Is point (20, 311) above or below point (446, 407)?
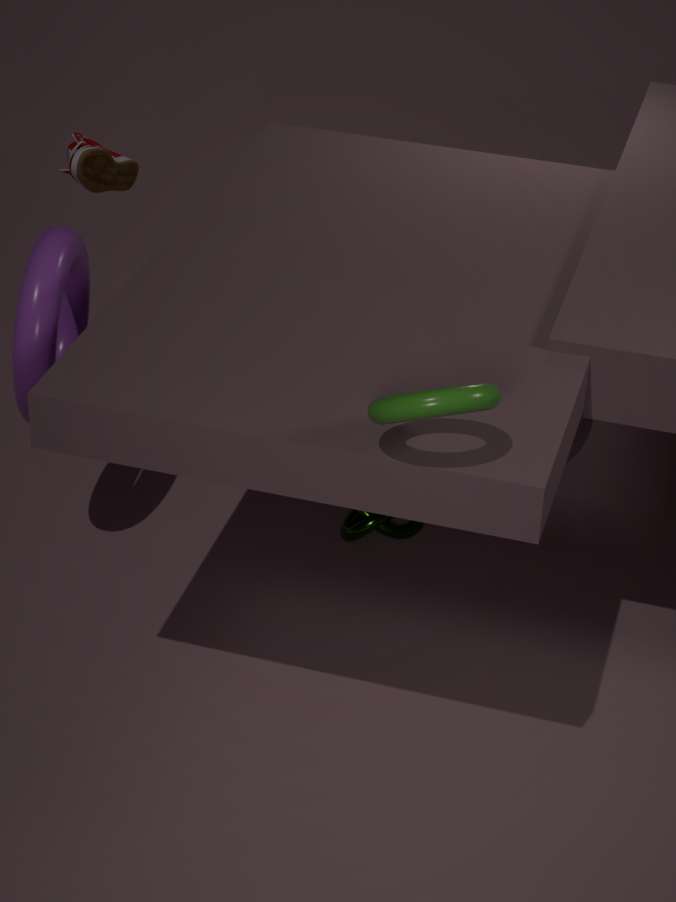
below
